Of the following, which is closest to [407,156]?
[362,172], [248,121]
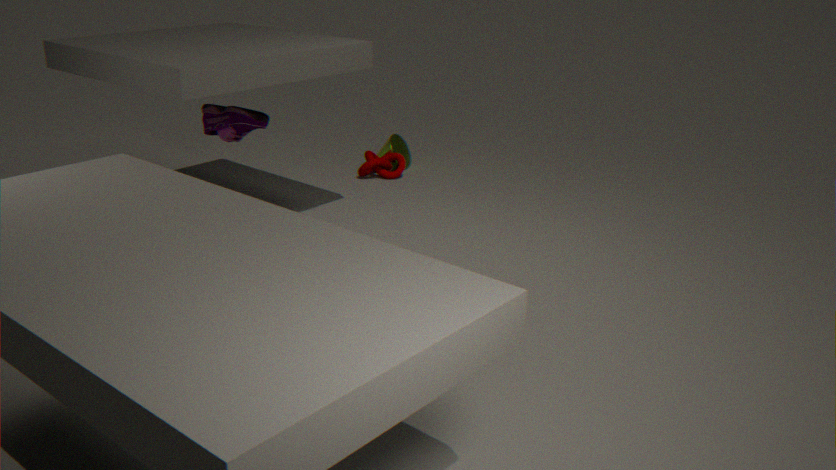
[362,172]
